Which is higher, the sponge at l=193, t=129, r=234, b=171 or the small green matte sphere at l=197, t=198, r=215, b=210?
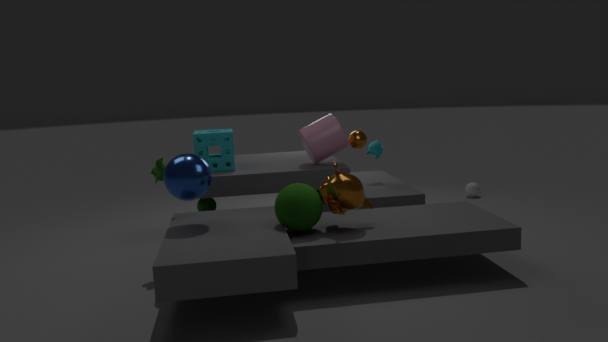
the sponge at l=193, t=129, r=234, b=171
